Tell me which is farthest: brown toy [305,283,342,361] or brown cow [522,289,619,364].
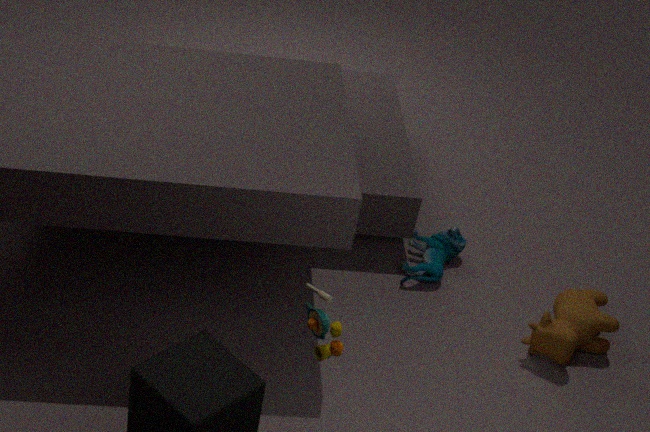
brown cow [522,289,619,364]
